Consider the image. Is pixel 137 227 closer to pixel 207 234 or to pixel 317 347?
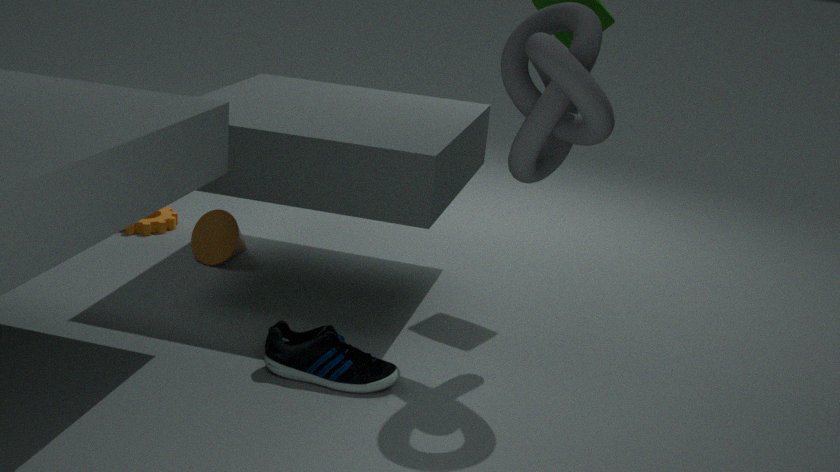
pixel 207 234
